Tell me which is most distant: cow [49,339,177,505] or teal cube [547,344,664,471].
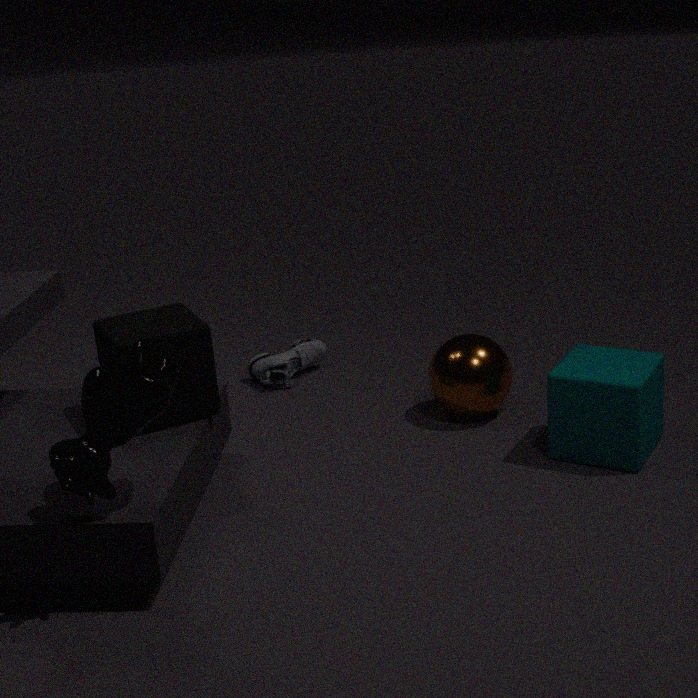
teal cube [547,344,664,471]
